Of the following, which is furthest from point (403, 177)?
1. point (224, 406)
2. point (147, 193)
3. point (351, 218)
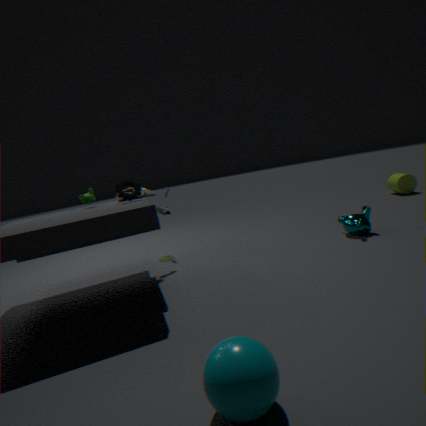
point (224, 406)
